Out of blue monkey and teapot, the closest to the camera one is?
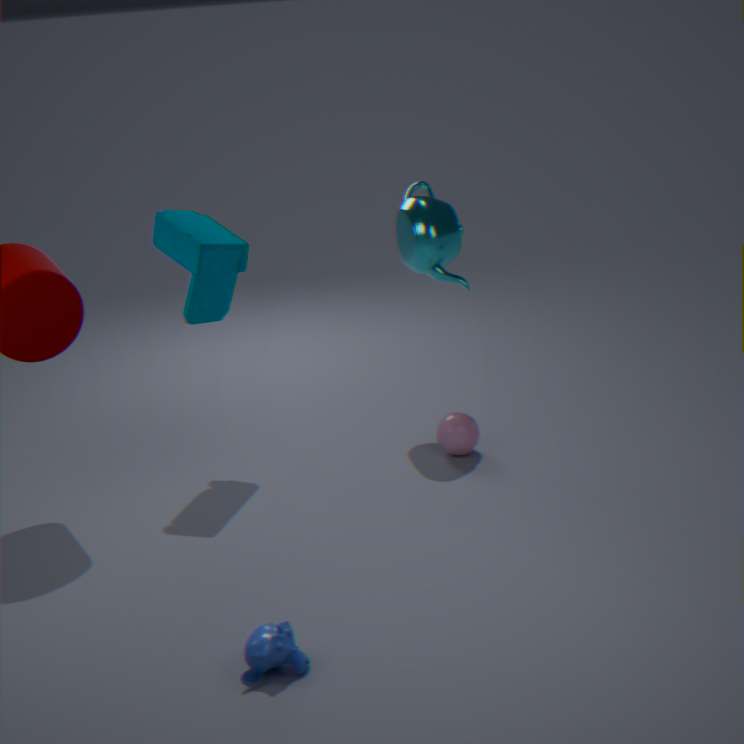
blue monkey
